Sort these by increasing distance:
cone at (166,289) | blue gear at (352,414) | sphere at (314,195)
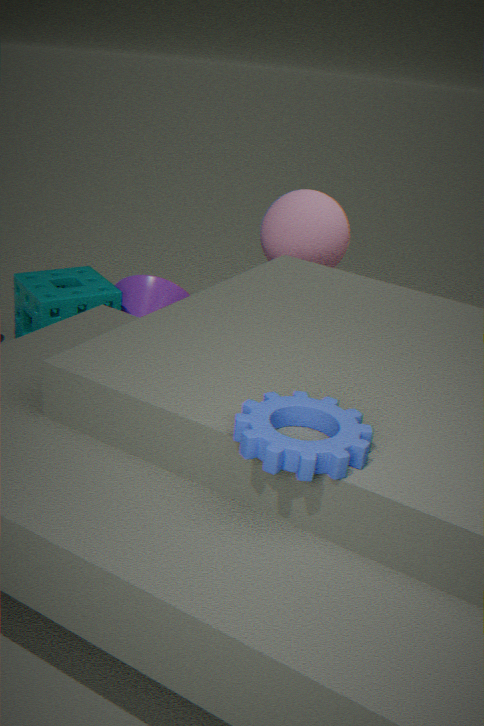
blue gear at (352,414)
sphere at (314,195)
cone at (166,289)
